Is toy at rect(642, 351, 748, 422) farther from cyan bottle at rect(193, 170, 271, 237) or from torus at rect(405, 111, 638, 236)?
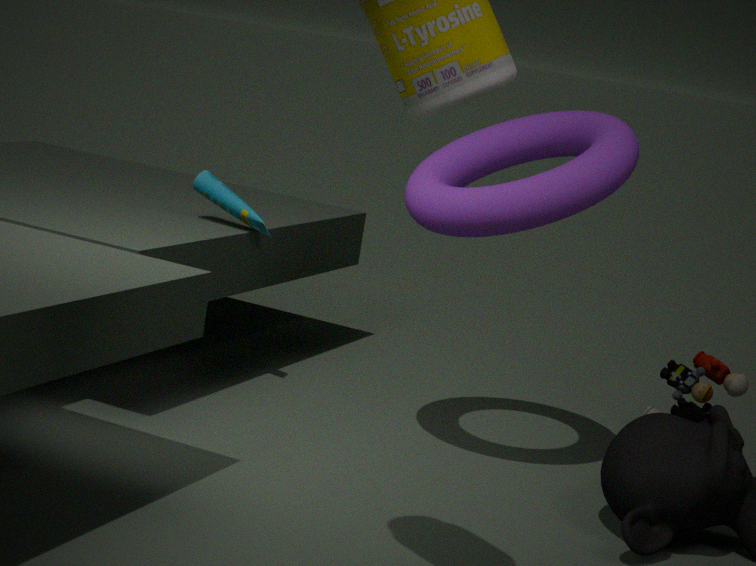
cyan bottle at rect(193, 170, 271, 237)
